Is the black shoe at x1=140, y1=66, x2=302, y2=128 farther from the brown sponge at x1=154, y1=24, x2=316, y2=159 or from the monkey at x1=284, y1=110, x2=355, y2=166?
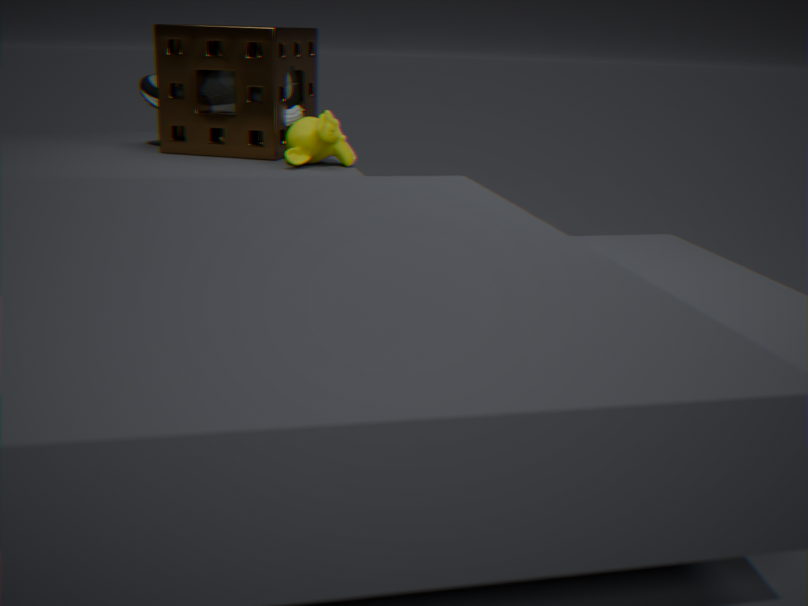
the monkey at x1=284, y1=110, x2=355, y2=166
